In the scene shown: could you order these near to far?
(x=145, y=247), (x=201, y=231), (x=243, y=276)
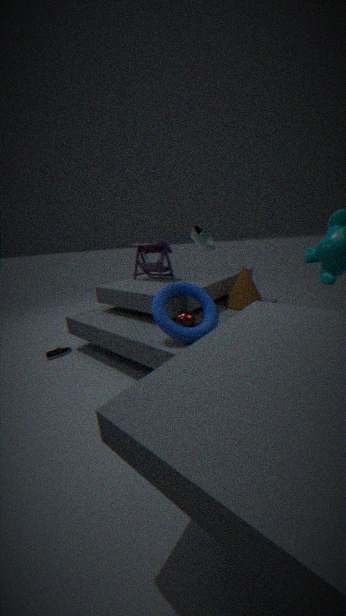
1. (x=201, y=231)
2. (x=243, y=276)
3. (x=145, y=247)
